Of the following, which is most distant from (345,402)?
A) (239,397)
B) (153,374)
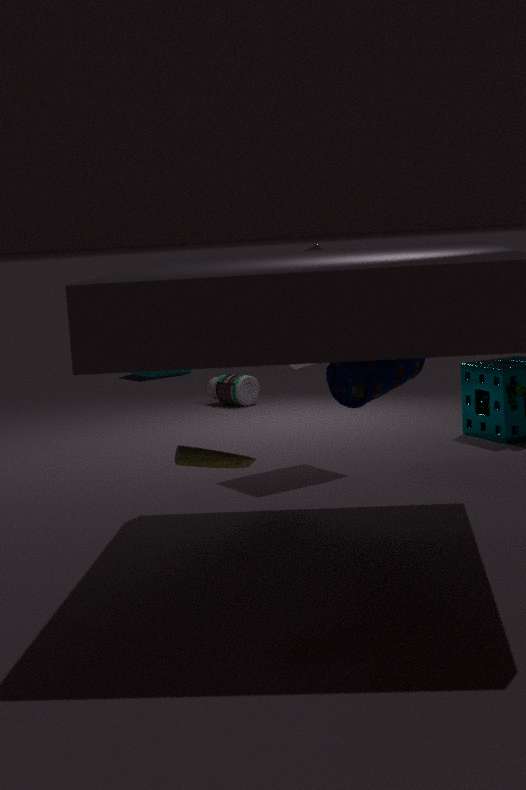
(153,374)
